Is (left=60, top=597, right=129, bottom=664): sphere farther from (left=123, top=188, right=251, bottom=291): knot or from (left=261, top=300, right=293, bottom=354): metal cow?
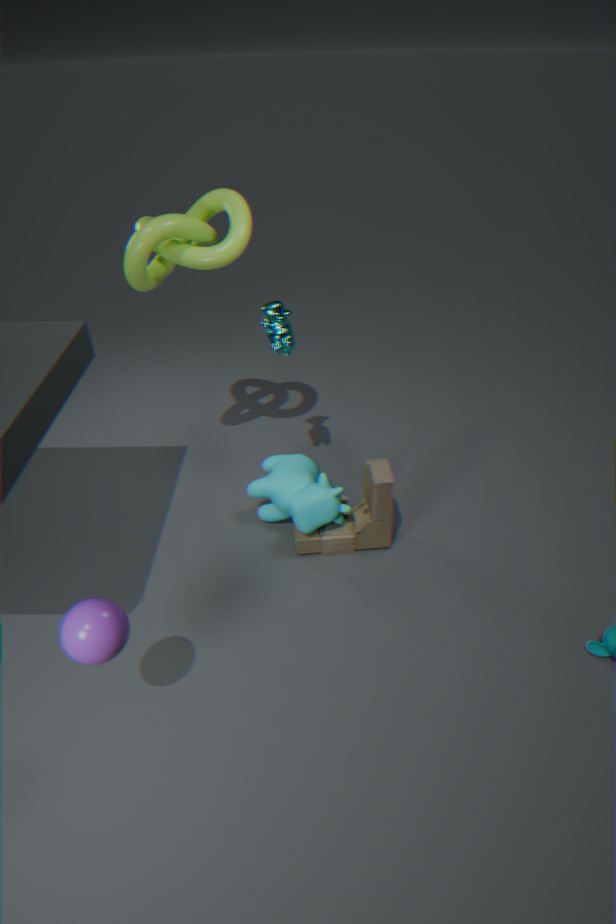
(left=123, top=188, right=251, bottom=291): knot
